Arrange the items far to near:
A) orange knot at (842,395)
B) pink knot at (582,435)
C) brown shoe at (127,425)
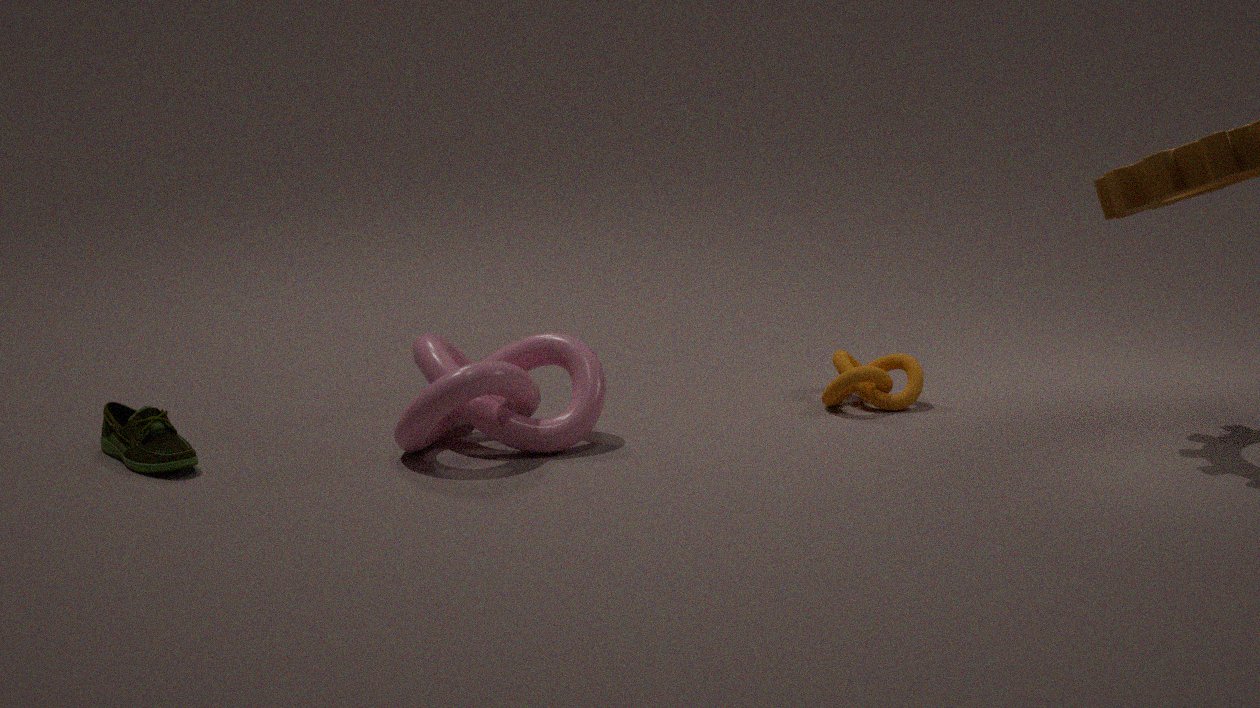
orange knot at (842,395) → brown shoe at (127,425) → pink knot at (582,435)
